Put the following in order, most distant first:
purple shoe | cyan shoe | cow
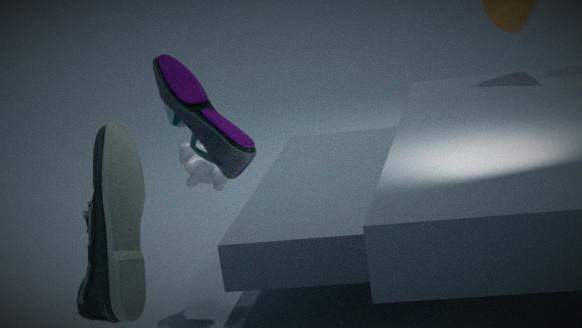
cow
purple shoe
cyan shoe
